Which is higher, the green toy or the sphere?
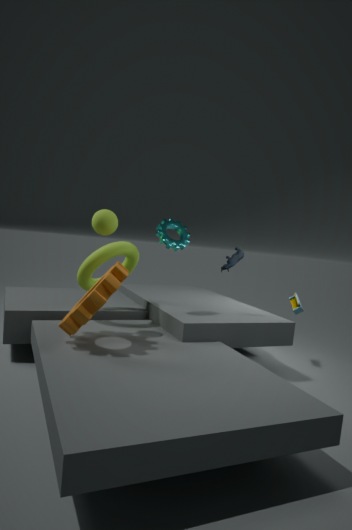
the sphere
